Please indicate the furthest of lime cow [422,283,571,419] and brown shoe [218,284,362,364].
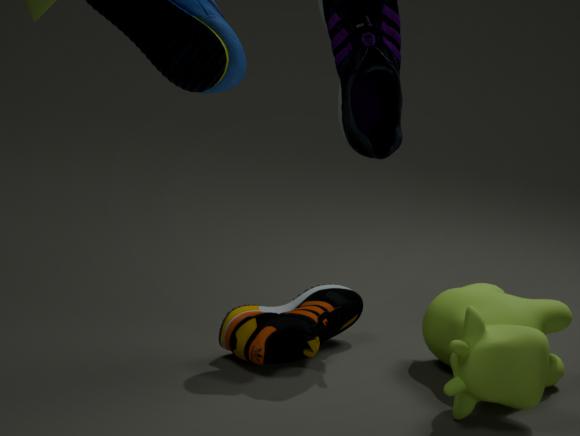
brown shoe [218,284,362,364]
